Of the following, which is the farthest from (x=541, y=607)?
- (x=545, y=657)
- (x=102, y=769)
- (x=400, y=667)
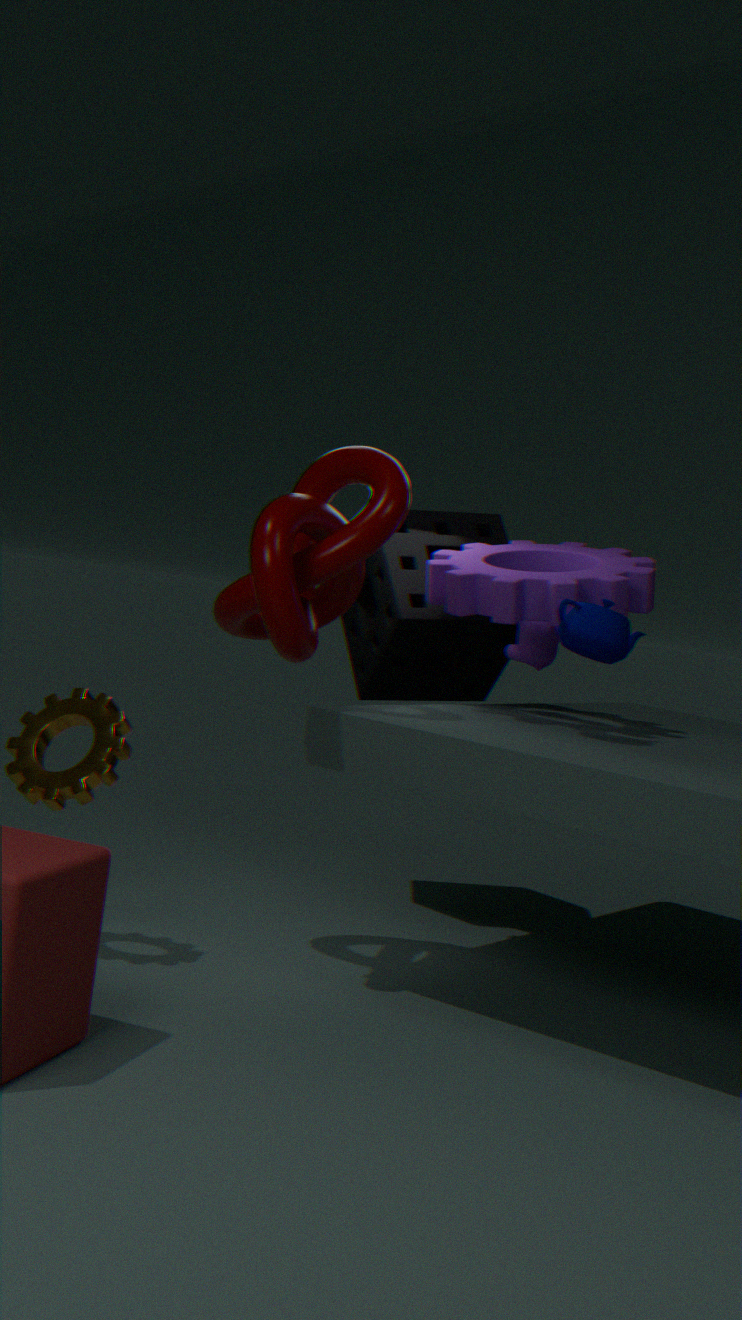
(x=102, y=769)
